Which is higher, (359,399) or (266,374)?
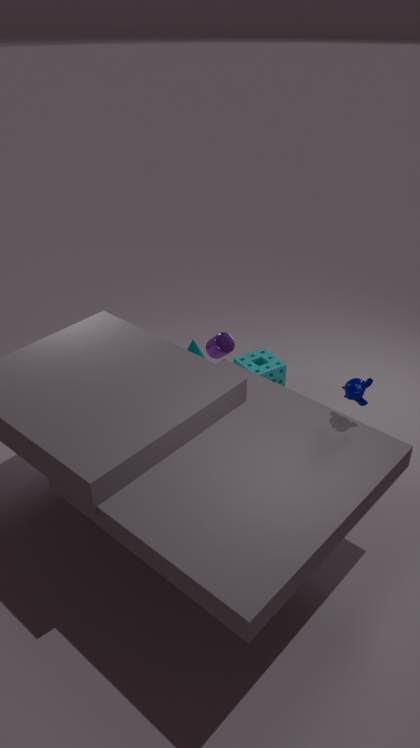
(359,399)
